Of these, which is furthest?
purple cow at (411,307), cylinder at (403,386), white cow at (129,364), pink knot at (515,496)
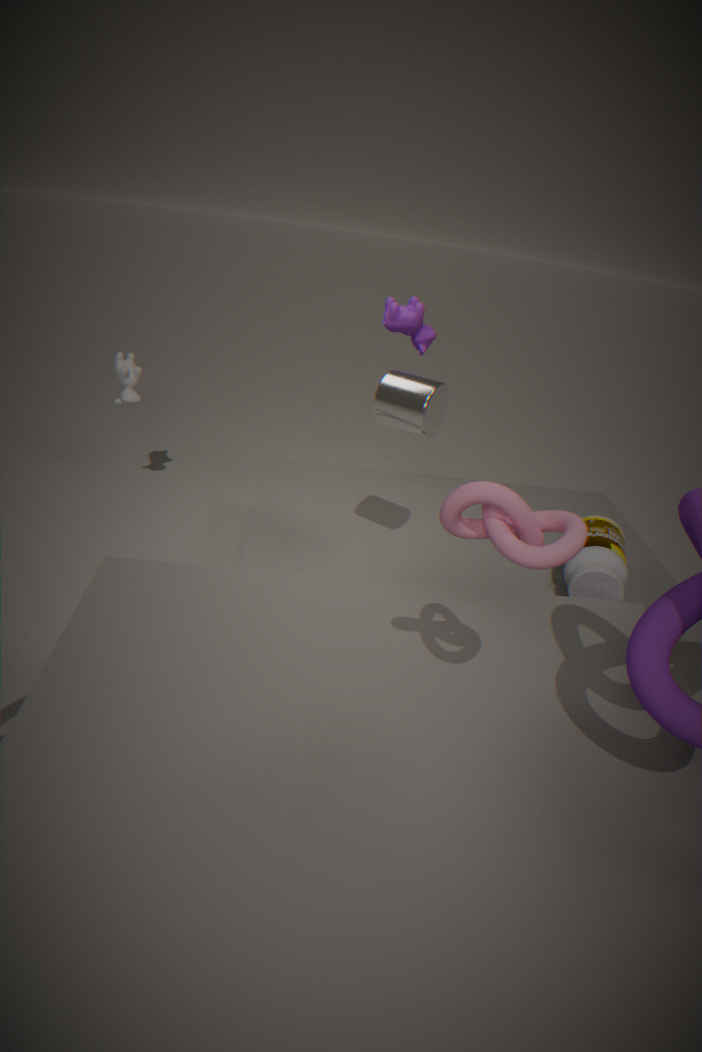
white cow at (129,364)
